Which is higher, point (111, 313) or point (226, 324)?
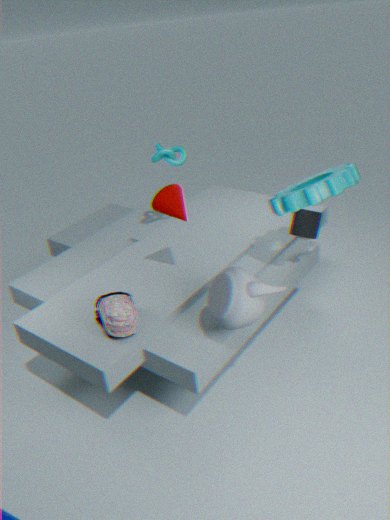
point (226, 324)
